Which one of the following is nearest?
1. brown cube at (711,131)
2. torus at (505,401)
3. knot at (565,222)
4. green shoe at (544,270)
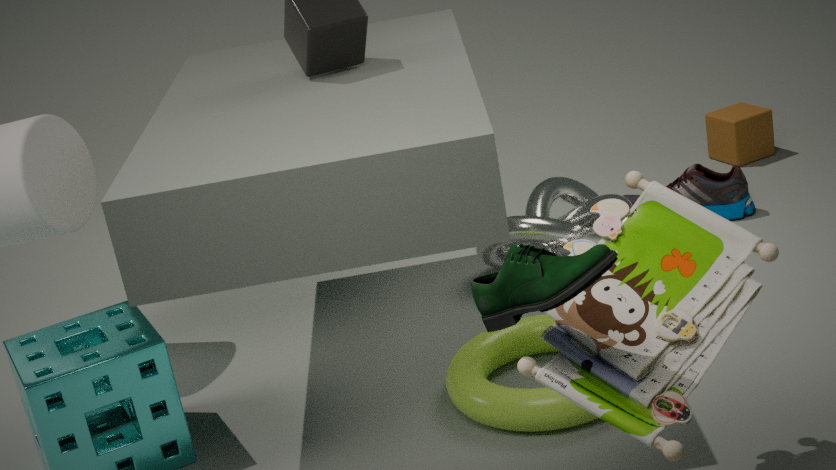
green shoe at (544,270)
